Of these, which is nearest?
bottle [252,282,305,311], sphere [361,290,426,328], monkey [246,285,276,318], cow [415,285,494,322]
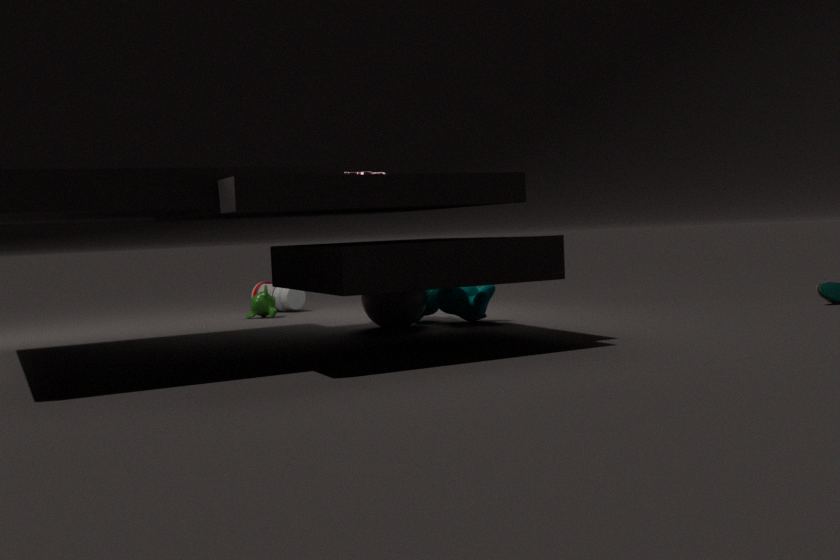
sphere [361,290,426,328]
